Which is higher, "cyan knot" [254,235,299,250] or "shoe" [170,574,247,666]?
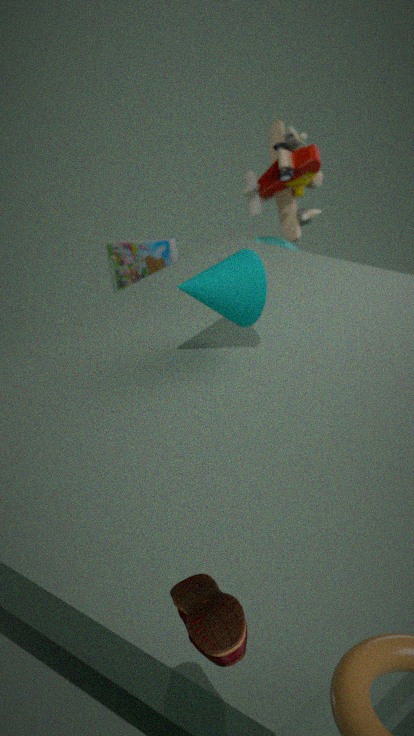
"shoe" [170,574,247,666]
